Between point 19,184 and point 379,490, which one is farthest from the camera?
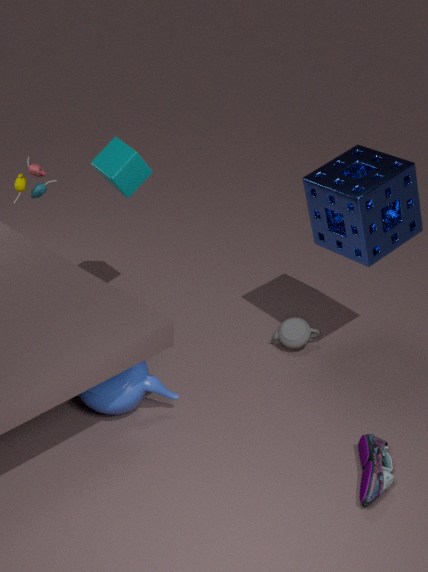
point 19,184
